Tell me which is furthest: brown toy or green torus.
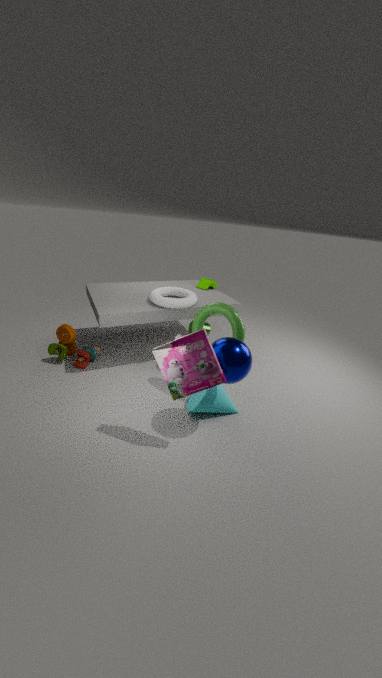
brown toy
